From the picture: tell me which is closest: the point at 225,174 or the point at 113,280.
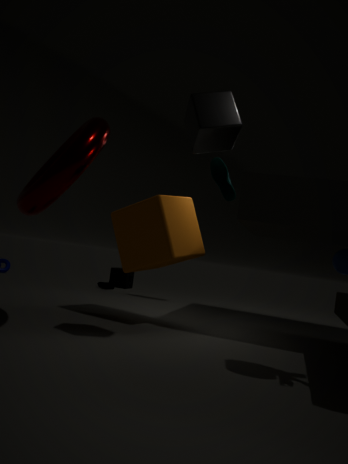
the point at 225,174
